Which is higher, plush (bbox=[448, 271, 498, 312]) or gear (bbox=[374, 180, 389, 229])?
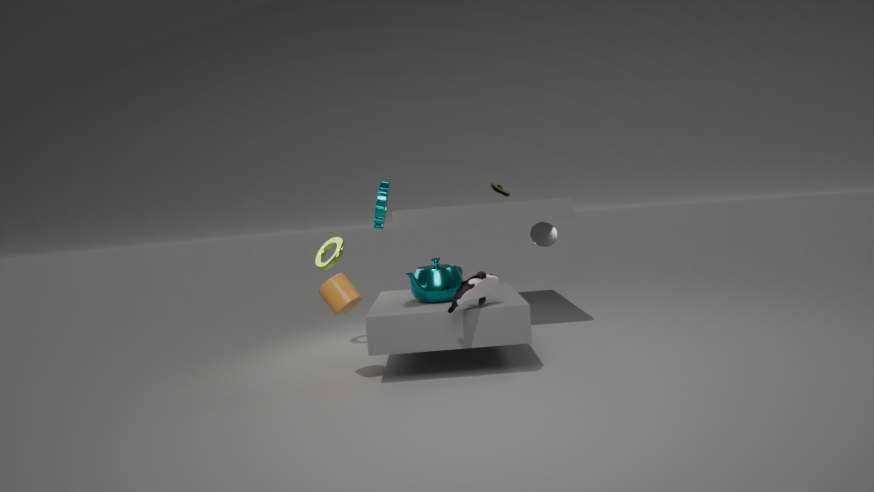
gear (bbox=[374, 180, 389, 229])
